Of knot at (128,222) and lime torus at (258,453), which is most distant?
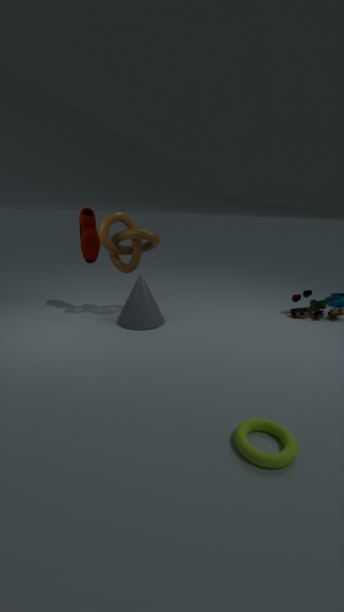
knot at (128,222)
